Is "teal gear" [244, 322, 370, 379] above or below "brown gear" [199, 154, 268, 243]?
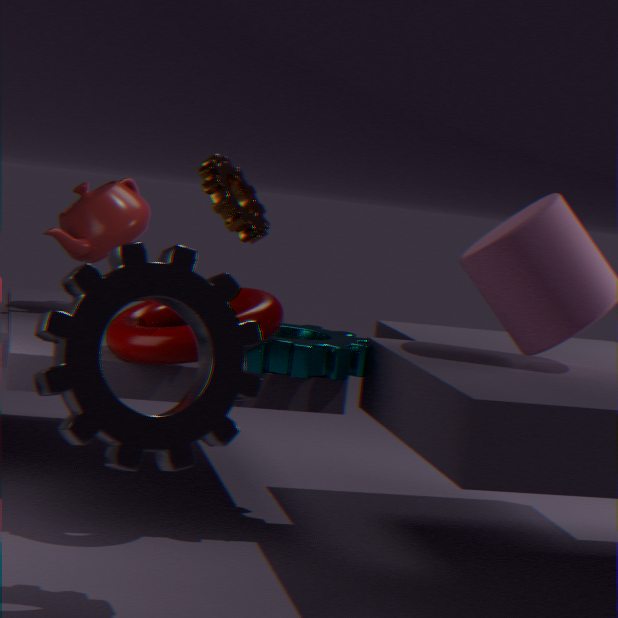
below
